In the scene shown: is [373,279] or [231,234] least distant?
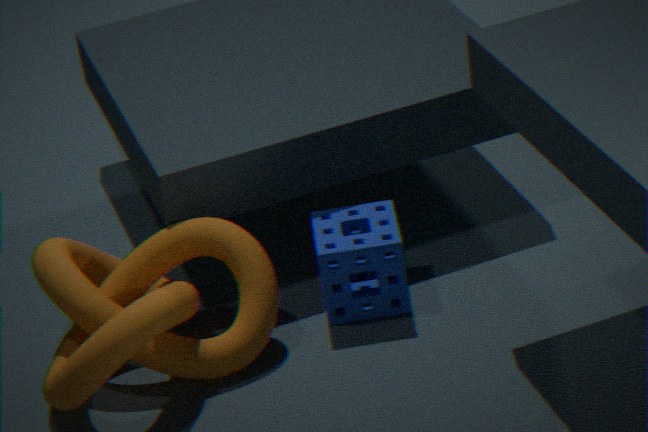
[231,234]
